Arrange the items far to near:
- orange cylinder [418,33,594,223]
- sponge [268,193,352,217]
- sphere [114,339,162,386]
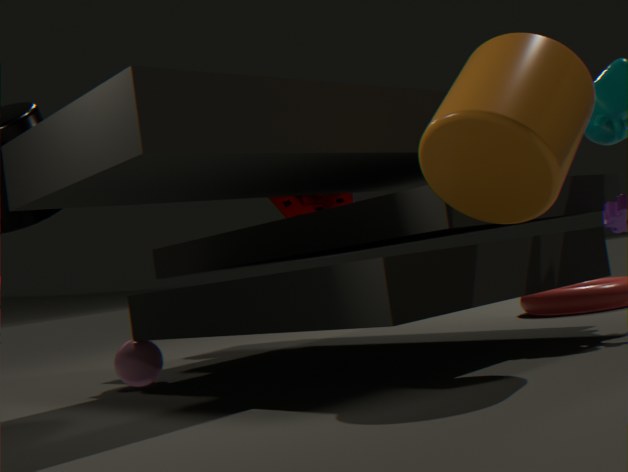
1. sponge [268,193,352,217]
2. sphere [114,339,162,386]
3. orange cylinder [418,33,594,223]
